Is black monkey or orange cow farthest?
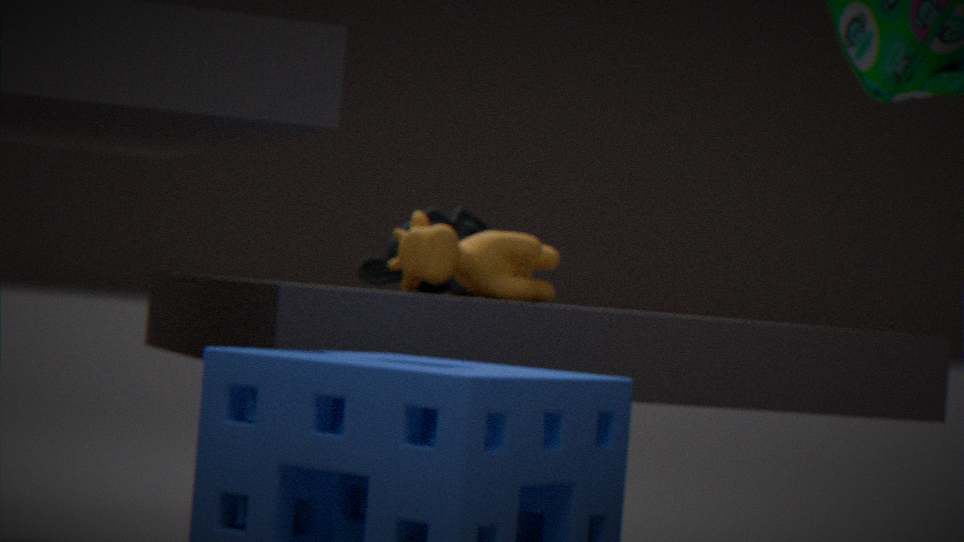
black monkey
